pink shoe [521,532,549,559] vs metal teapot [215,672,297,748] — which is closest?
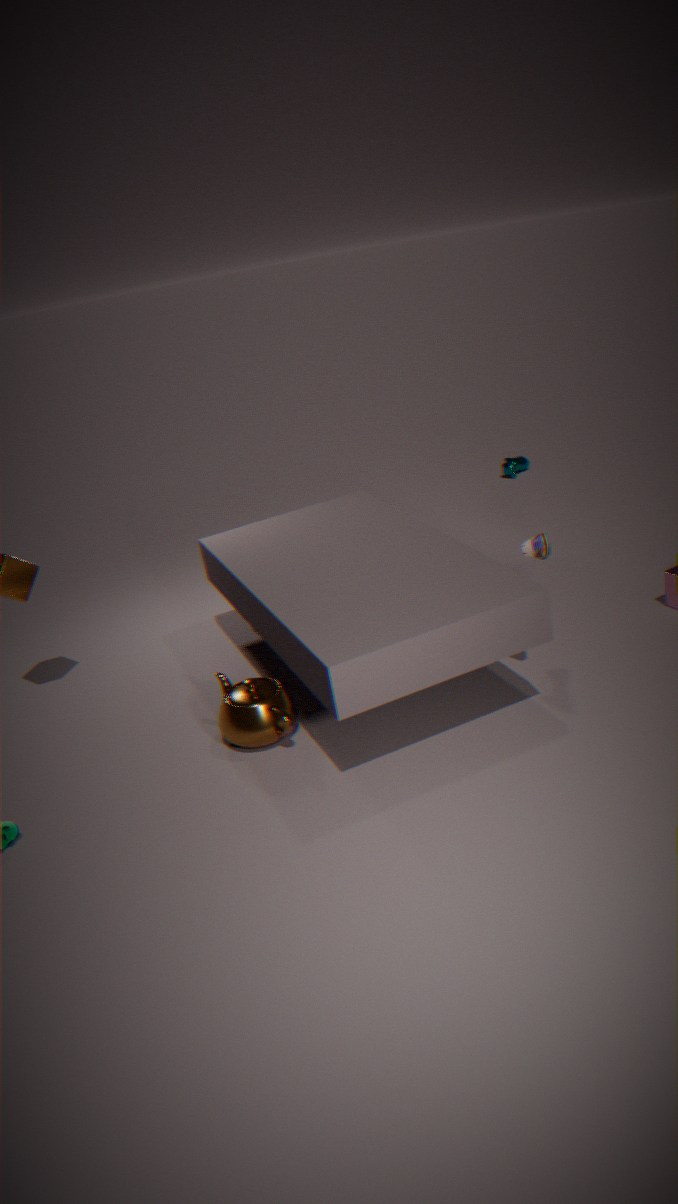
pink shoe [521,532,549,559]
